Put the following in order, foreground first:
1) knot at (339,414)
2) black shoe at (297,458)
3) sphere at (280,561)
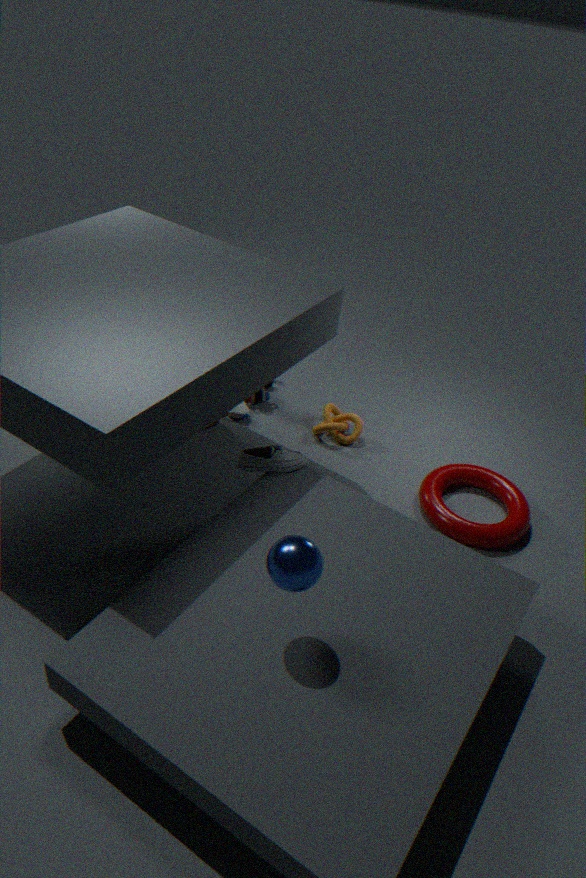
3. sphere at (280,561)
2. black shoe at (297,458)
1. knot at (339,414)
